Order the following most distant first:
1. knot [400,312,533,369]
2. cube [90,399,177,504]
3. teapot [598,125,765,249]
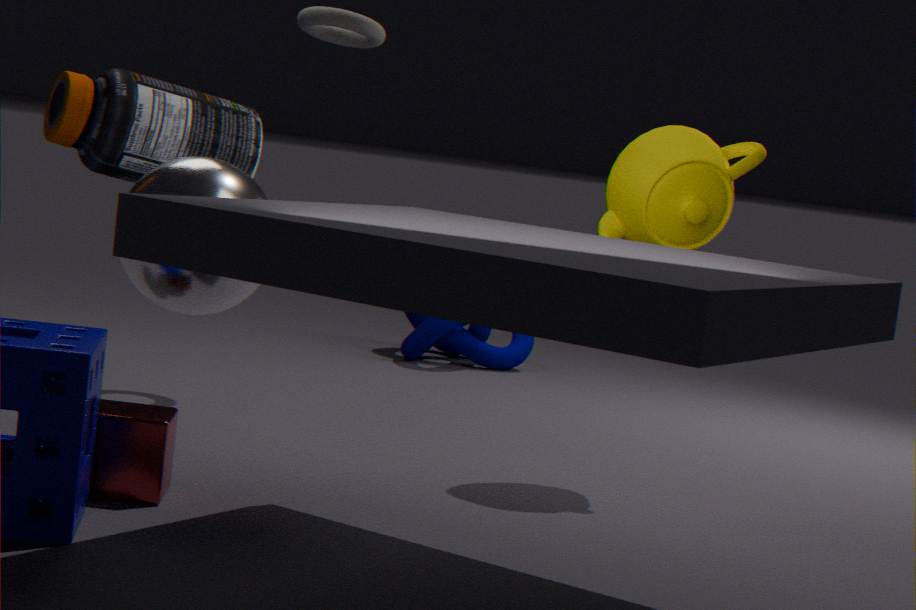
knot [400,312,533,369]
teapot [598,125,765,249]
cube [90,399,177,504]
